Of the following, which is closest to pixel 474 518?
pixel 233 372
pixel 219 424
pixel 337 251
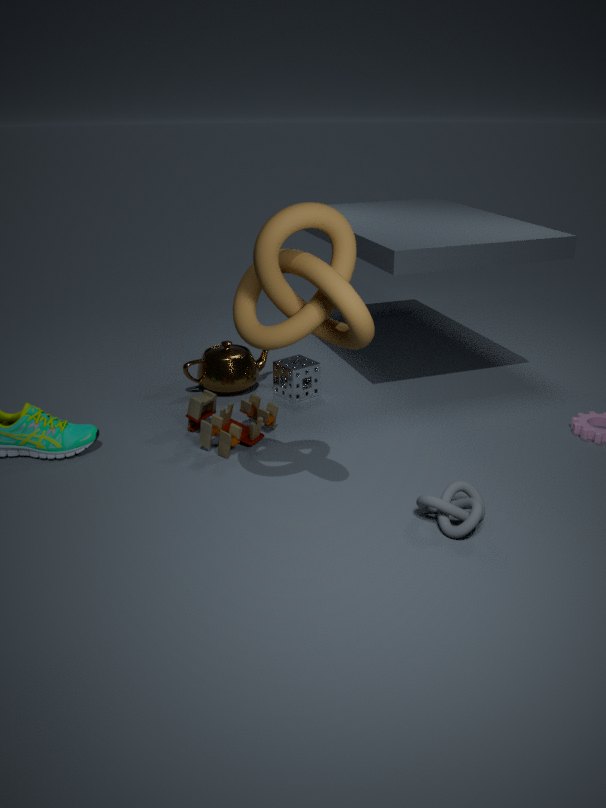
pixel 337 251
